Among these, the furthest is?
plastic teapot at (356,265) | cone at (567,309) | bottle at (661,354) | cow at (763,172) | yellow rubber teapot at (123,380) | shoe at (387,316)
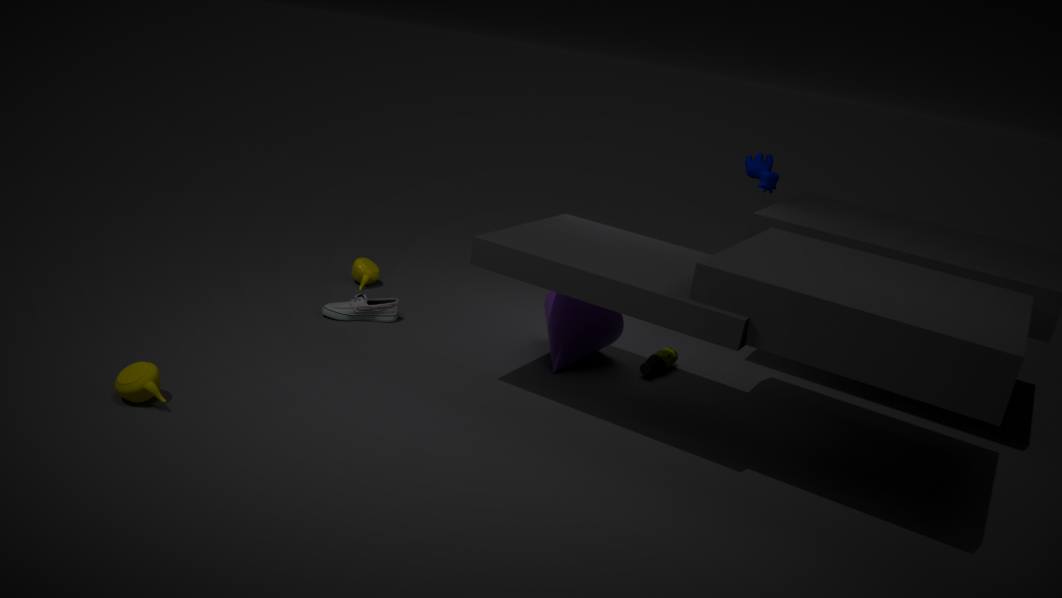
plastic teapot at (356,265)
